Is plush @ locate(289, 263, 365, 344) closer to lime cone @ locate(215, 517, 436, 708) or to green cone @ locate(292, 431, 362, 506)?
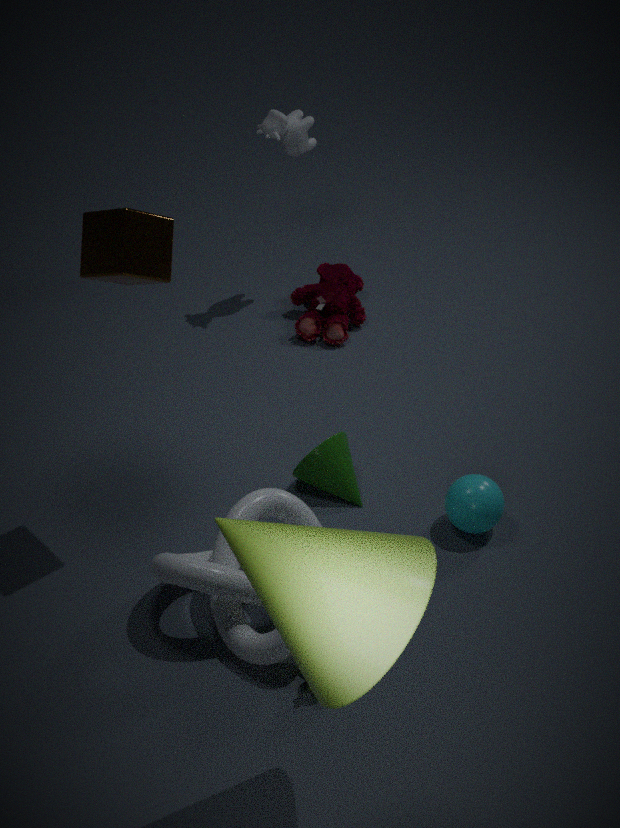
green cone @ locate(292, 431, 362, 506)
